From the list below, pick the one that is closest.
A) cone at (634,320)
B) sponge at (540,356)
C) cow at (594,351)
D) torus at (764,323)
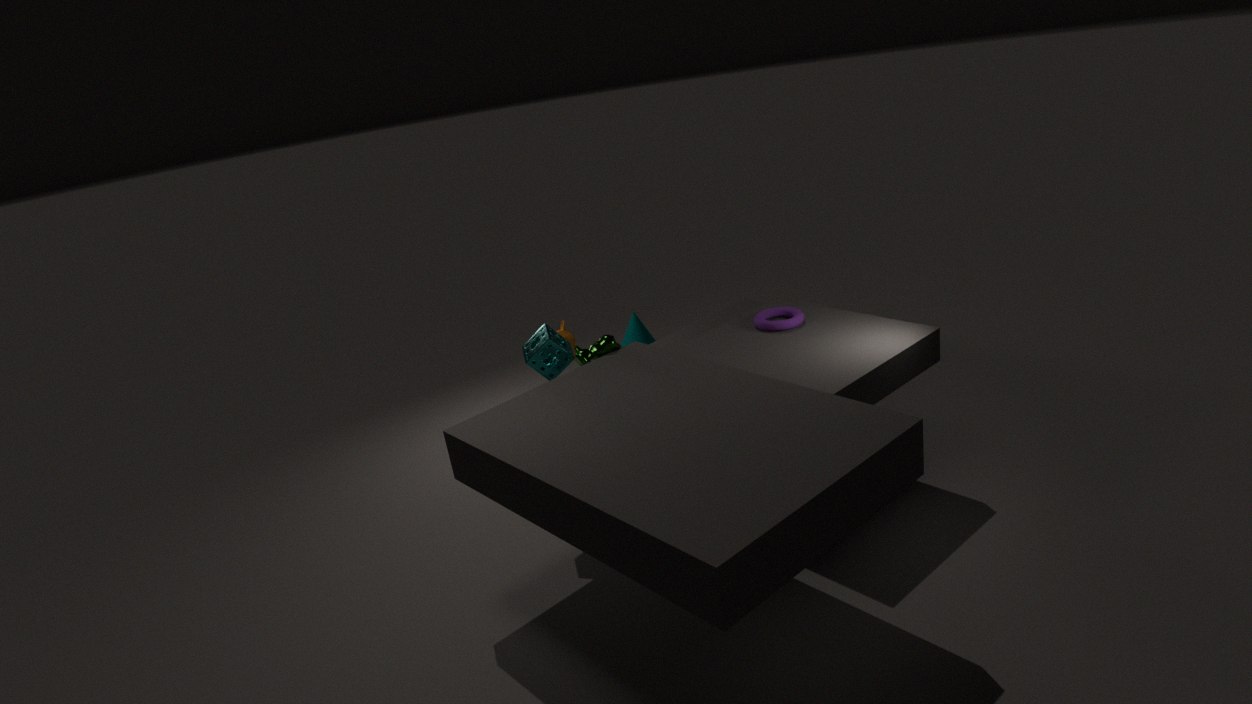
sponge at (540,356)
